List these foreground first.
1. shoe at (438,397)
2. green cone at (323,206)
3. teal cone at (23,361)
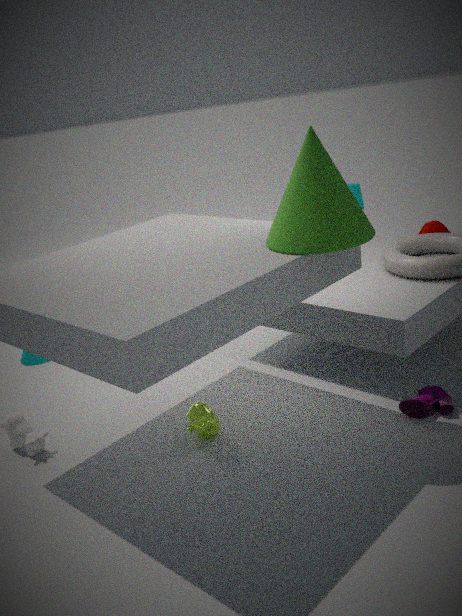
green cone at (323,206) → shoe at (438,397) → teal cone at (23,361)
